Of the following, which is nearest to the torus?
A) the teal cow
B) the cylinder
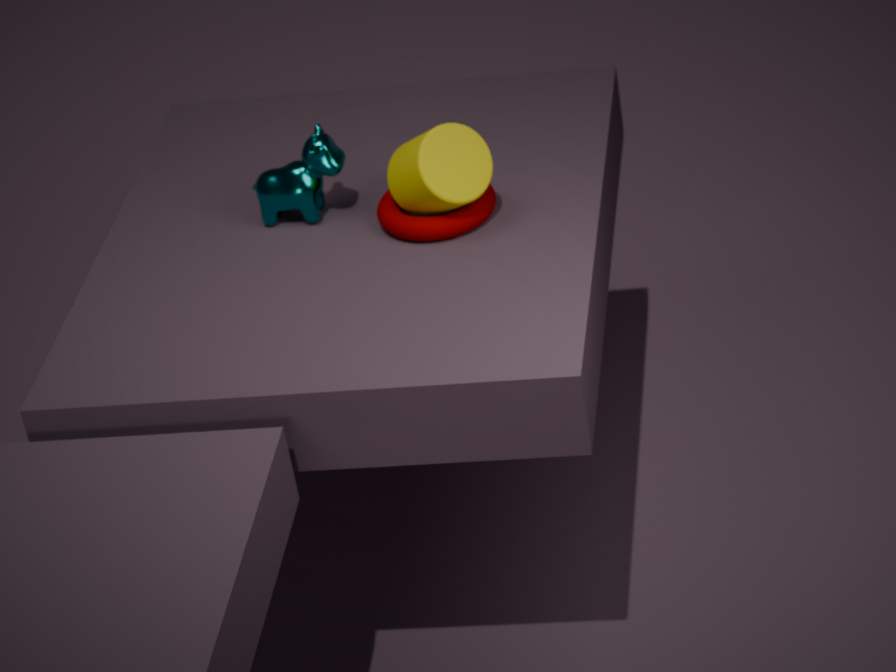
the cylinder
